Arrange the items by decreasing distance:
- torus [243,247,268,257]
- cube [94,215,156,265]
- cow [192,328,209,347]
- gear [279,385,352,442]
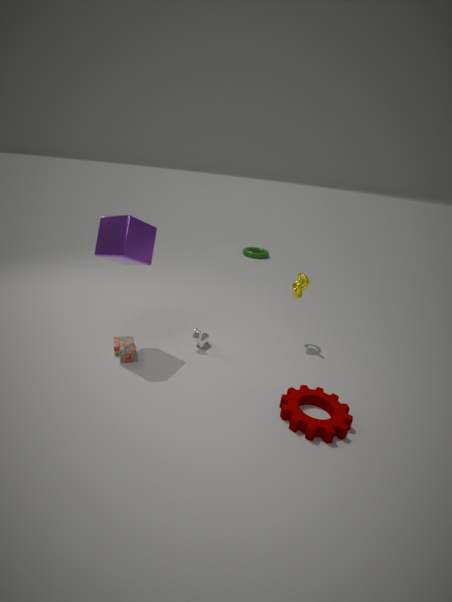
torus [243,247,268,257], cow [192,328,209,347], cube [94,215,156,265], gear [279,385,352,442]
